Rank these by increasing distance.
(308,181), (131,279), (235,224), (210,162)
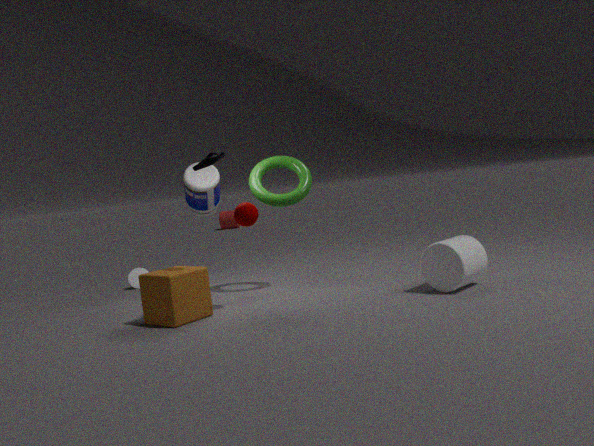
(210,162) → (308,181) → (131,279) → (235,224)
